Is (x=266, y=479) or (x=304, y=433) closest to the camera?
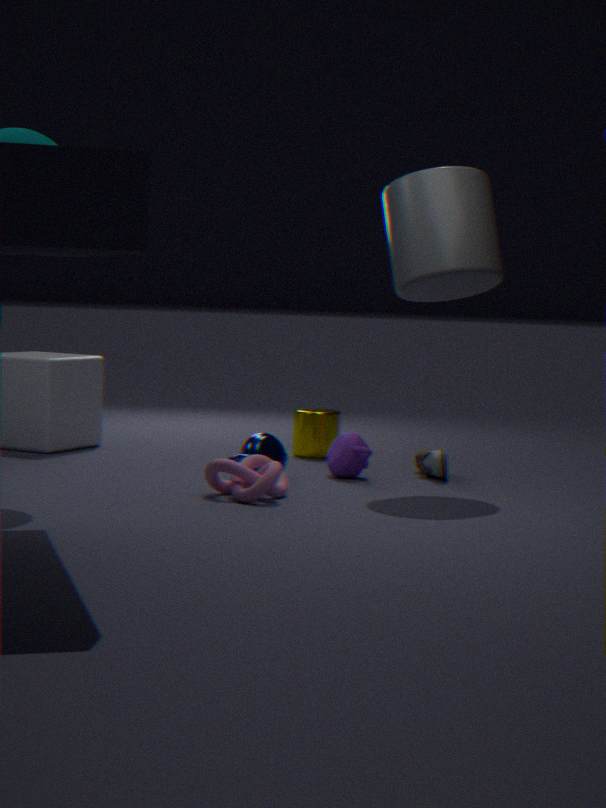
(x=266, y=479)
